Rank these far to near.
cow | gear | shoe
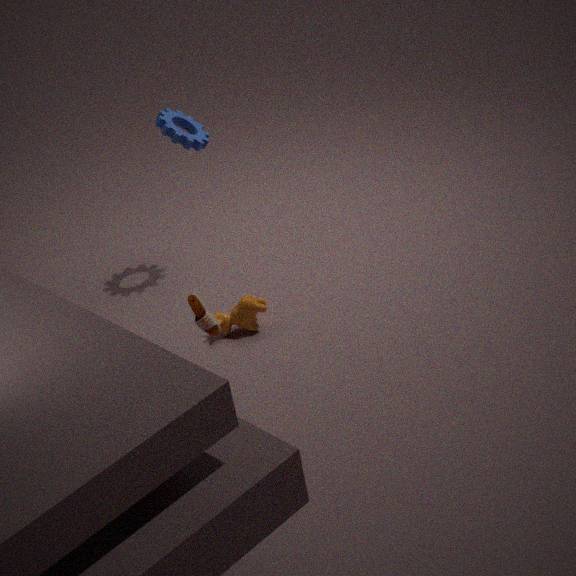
gear
cow
shoe
